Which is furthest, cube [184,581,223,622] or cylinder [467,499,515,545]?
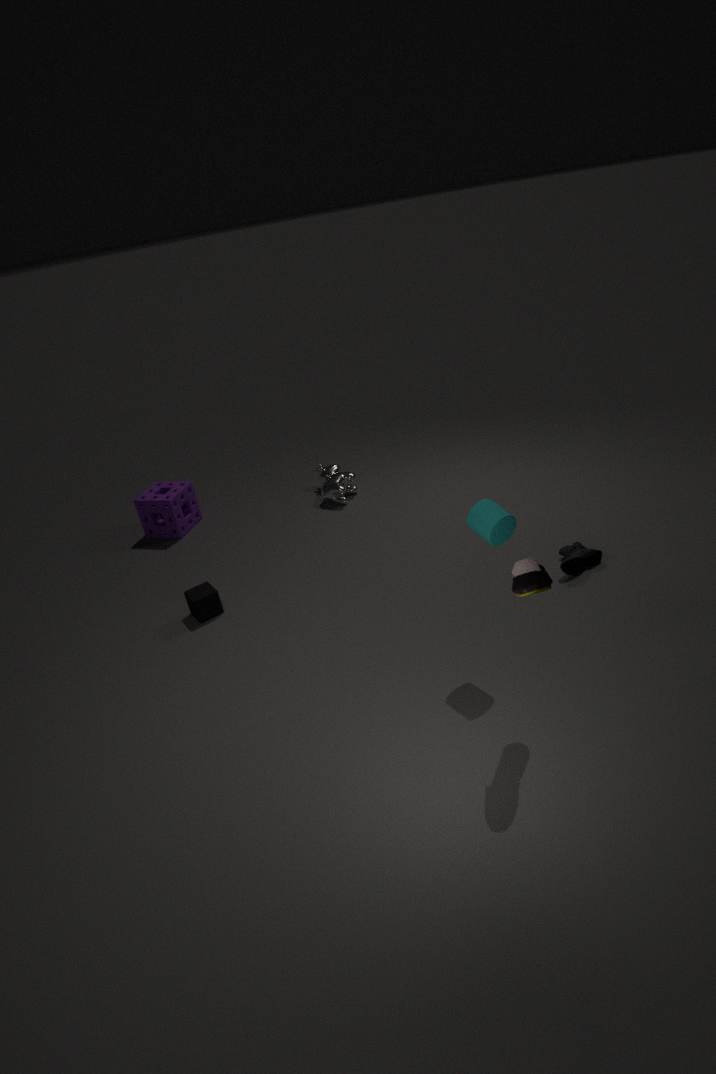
cube [184,581,223,622]
